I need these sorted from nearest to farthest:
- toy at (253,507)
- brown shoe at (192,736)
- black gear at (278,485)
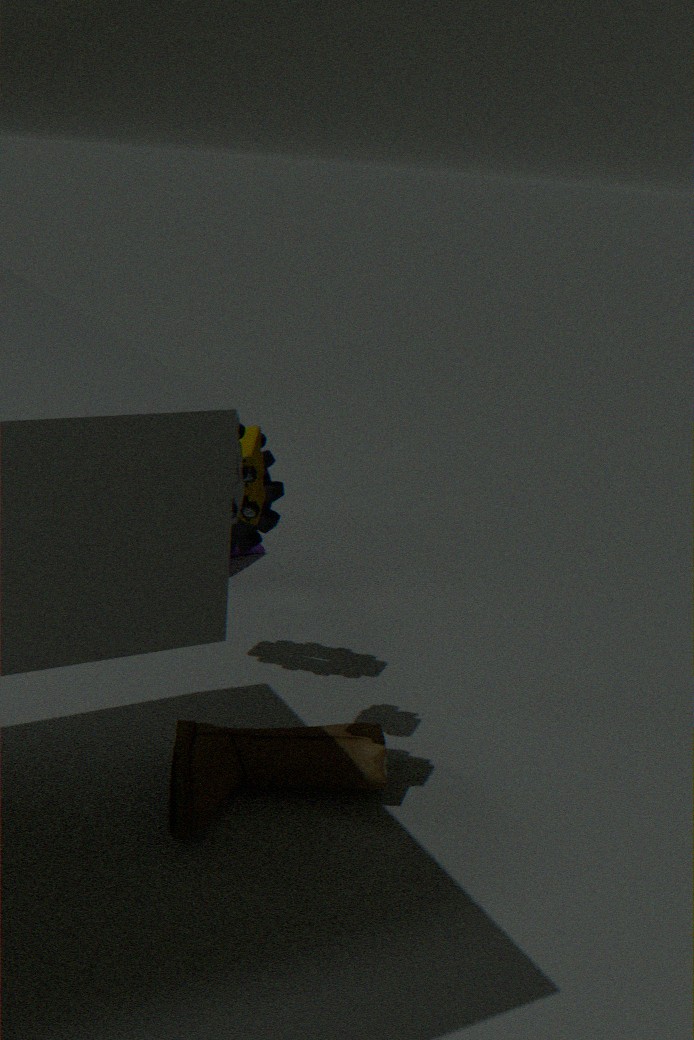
1. toy at (253,507)
2. brown shoe at (192,736)
3. black gear at (278,485)
